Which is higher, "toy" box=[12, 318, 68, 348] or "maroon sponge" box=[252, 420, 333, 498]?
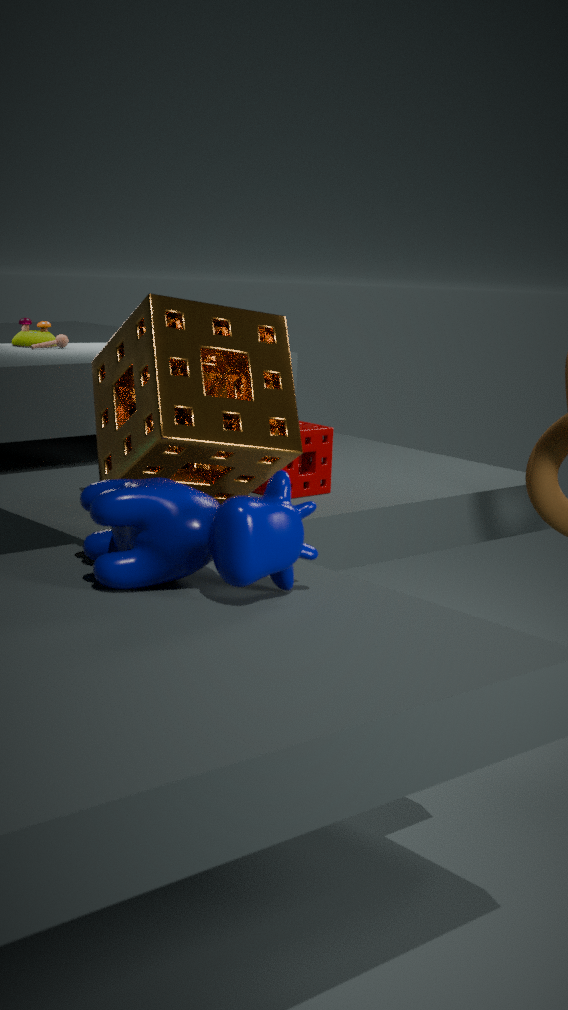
"toy" box=[12, 318, 68, 348]
